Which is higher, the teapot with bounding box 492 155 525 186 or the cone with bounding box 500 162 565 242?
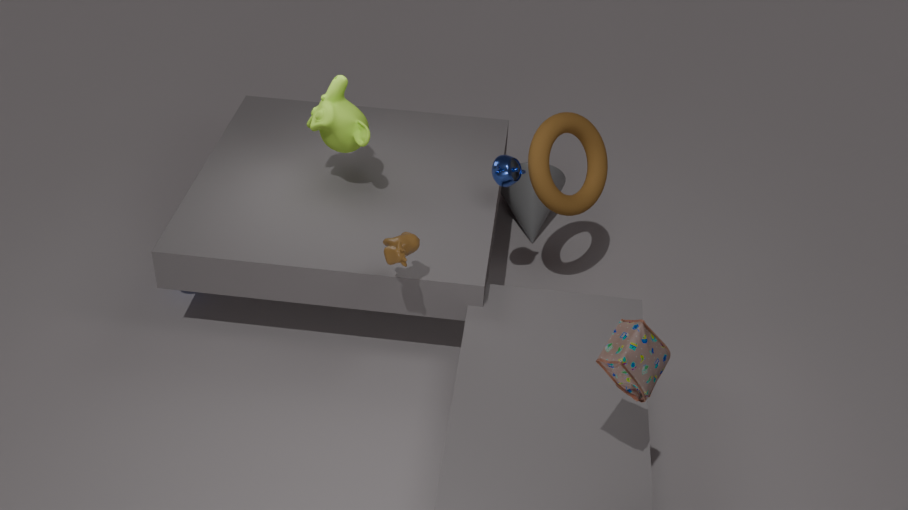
the teapot with bounding box 492 155 525 186
